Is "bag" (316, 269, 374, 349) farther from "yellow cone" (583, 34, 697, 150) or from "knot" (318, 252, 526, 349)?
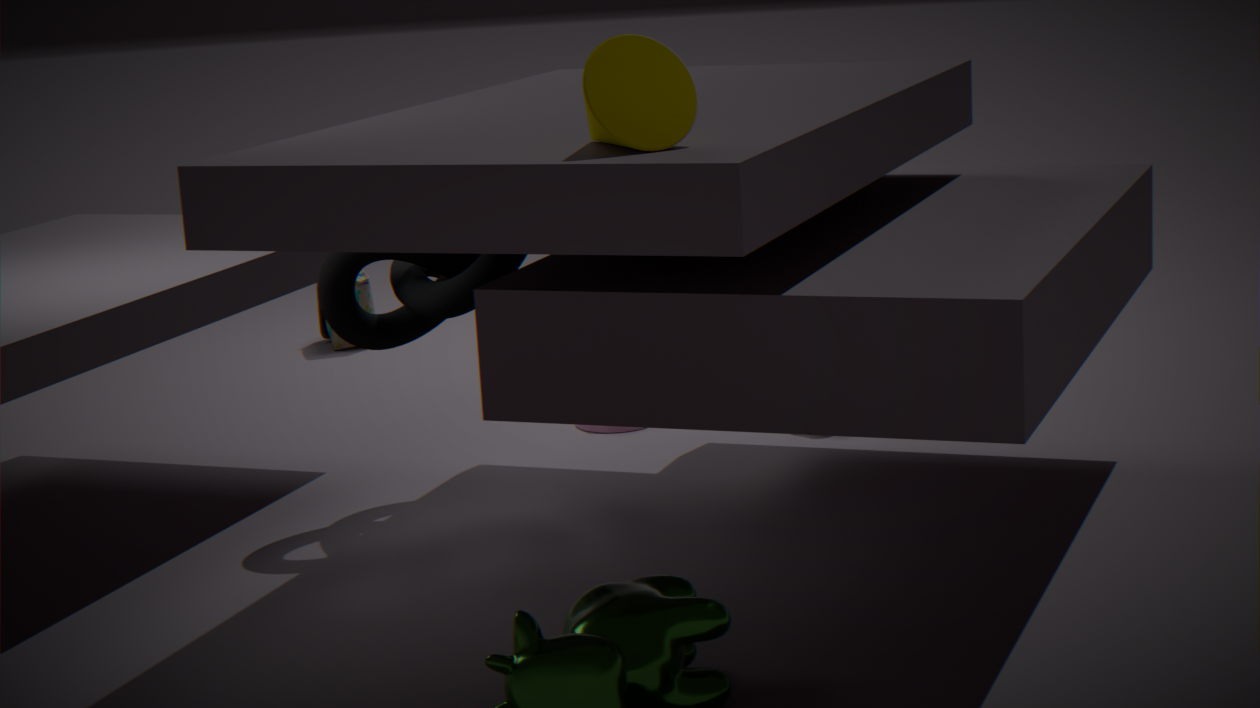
"yellow cone" (583, 34, 697, 150)
